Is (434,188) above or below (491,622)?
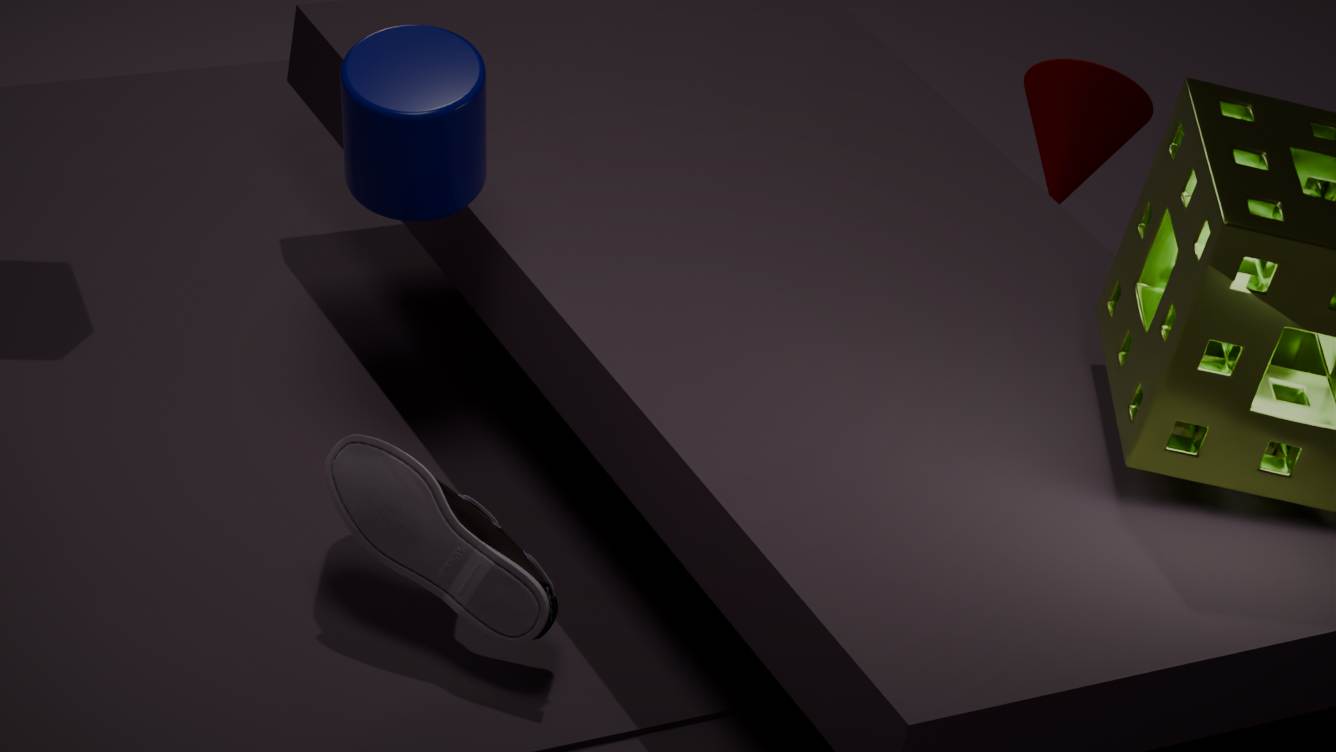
above
